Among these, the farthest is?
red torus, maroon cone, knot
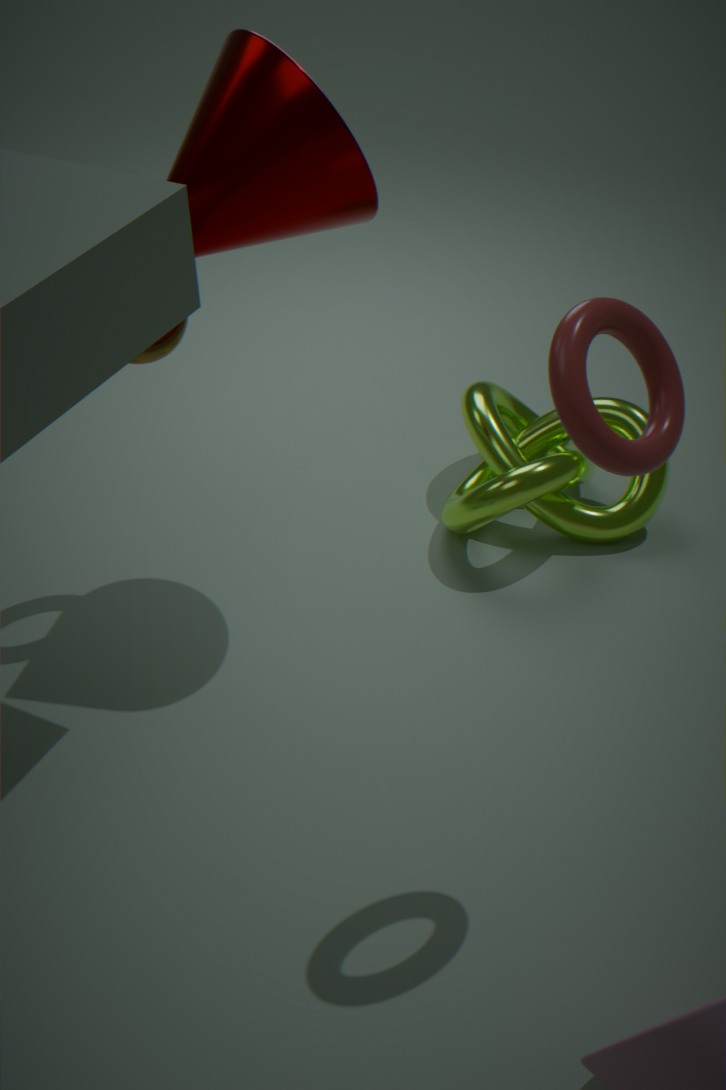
knot
